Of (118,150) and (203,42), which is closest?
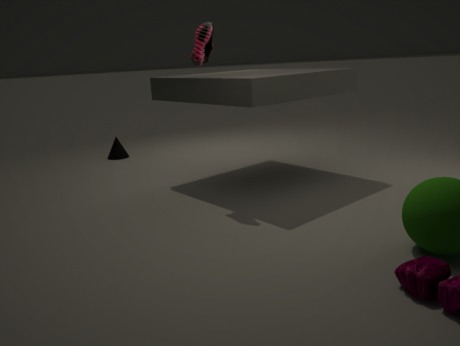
(203,42)
